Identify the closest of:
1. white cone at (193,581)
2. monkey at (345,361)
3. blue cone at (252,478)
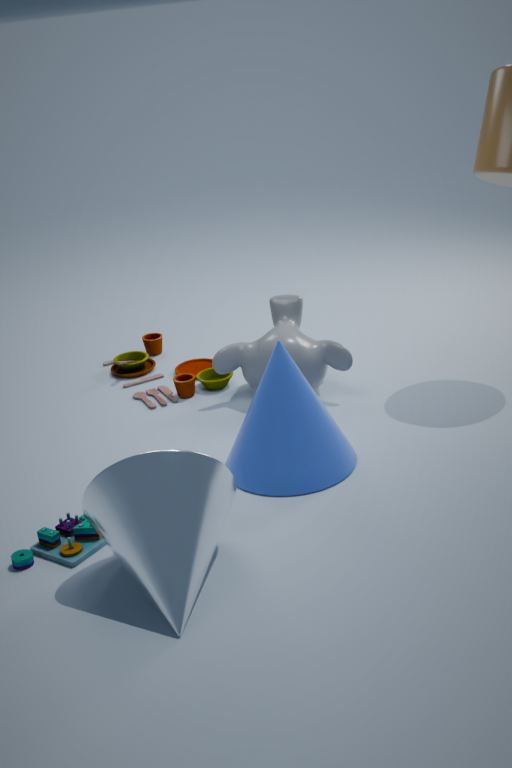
white cone at (193,581)
